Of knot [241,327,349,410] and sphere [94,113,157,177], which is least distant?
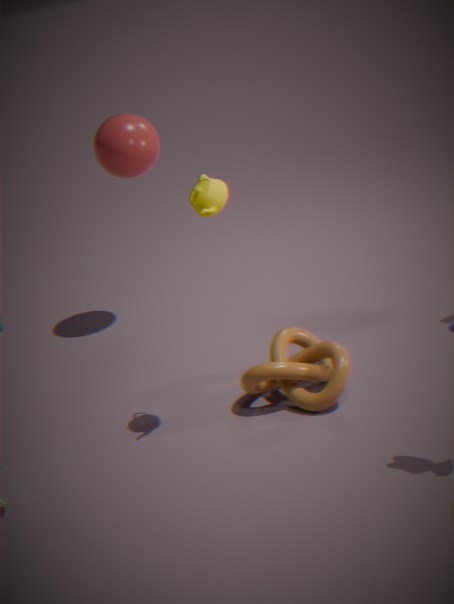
knot [241,327,349,410]
